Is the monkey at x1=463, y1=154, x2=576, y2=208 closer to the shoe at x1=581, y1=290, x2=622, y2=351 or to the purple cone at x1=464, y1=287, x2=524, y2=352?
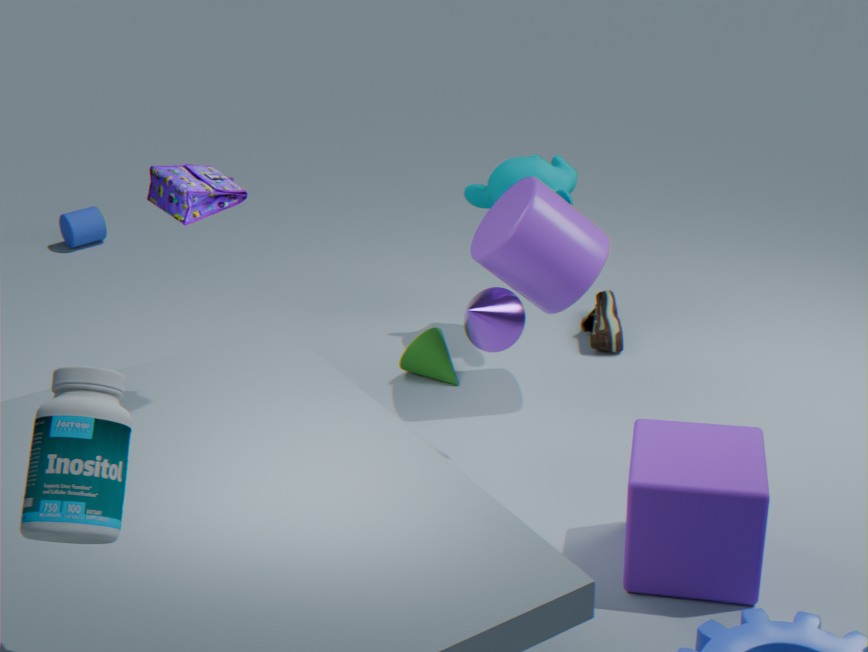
the shoe at x1=581, y1=290, x2=622, y2=351
